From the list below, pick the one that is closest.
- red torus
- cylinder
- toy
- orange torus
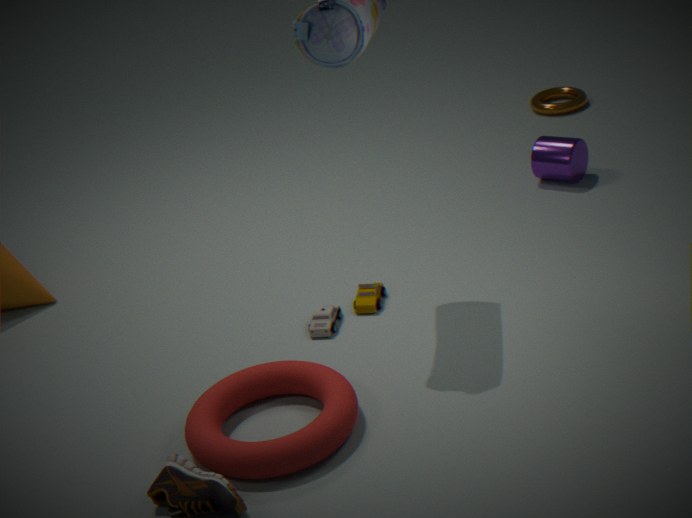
red torus
